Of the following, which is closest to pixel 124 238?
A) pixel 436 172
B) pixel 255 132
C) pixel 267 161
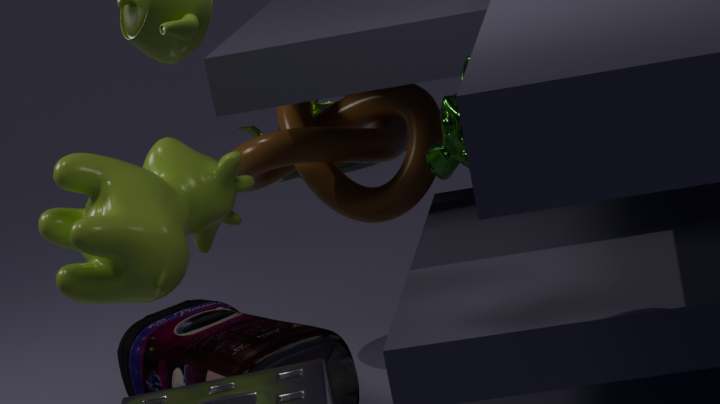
pixel 436 172
